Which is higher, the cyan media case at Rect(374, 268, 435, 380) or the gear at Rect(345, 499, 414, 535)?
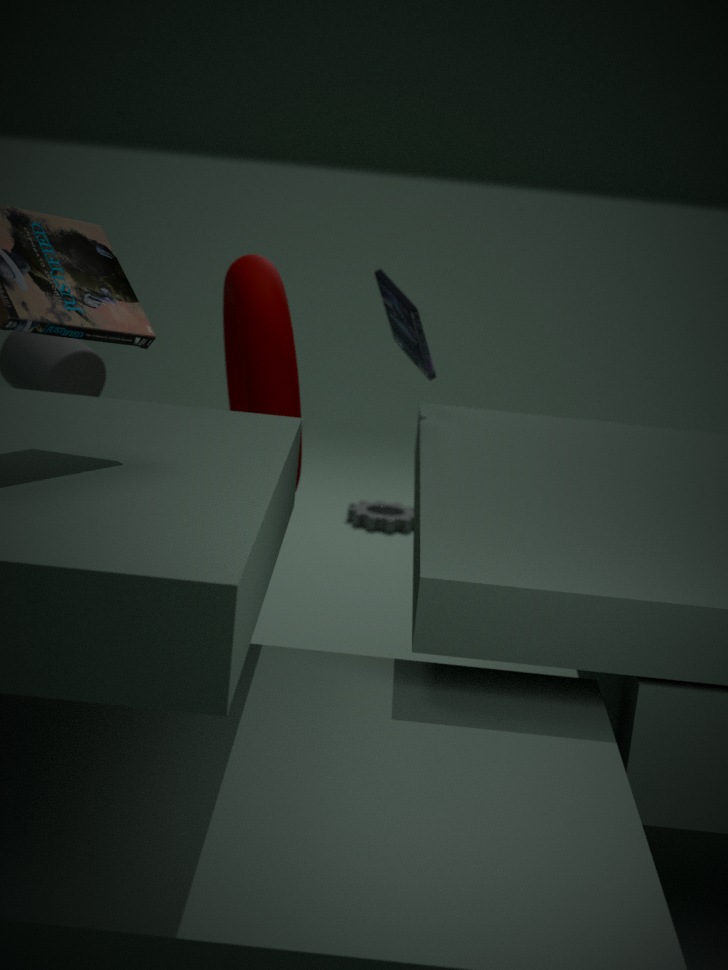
the cyan media case at Rect(374, 268, 435, 380)
